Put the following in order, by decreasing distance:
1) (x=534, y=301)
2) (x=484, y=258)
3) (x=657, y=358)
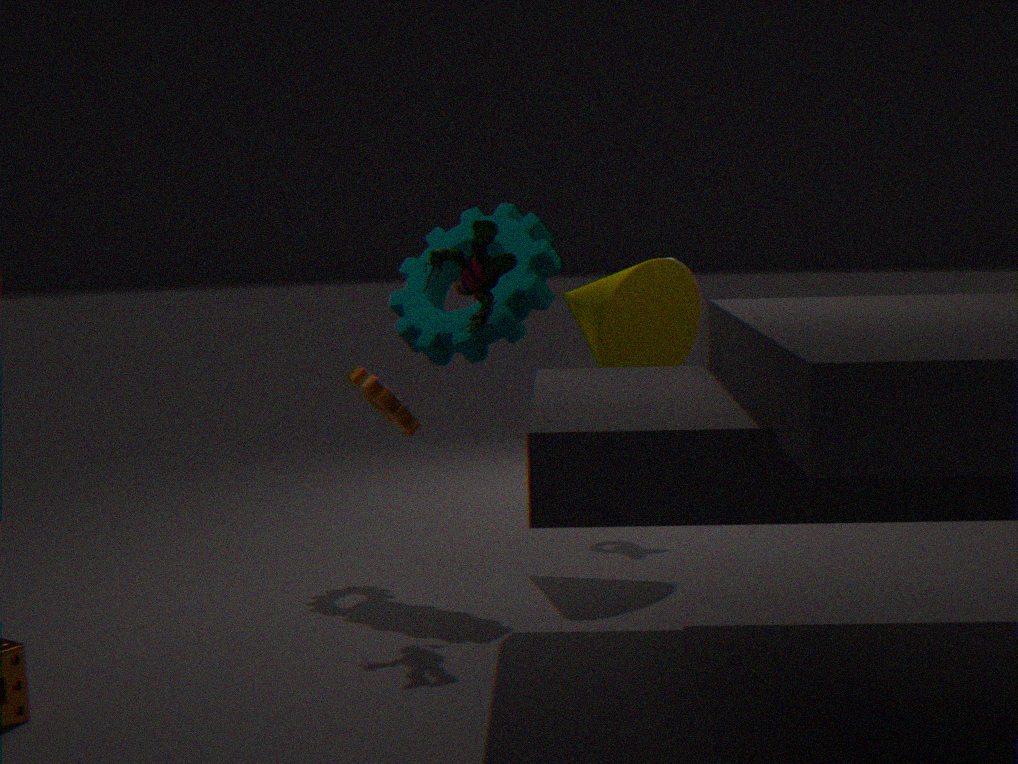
1. 3. (x=657, y=358)
2. 1. (x=534, y=301)
3. 2. (x=484, y=258)
